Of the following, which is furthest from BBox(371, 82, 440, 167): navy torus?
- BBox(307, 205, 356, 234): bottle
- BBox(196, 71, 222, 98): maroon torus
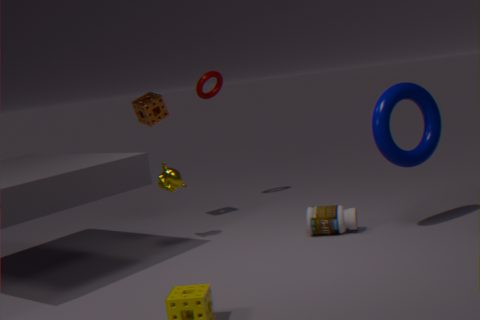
BBox(196, 71, 222, 98): maroon torus
